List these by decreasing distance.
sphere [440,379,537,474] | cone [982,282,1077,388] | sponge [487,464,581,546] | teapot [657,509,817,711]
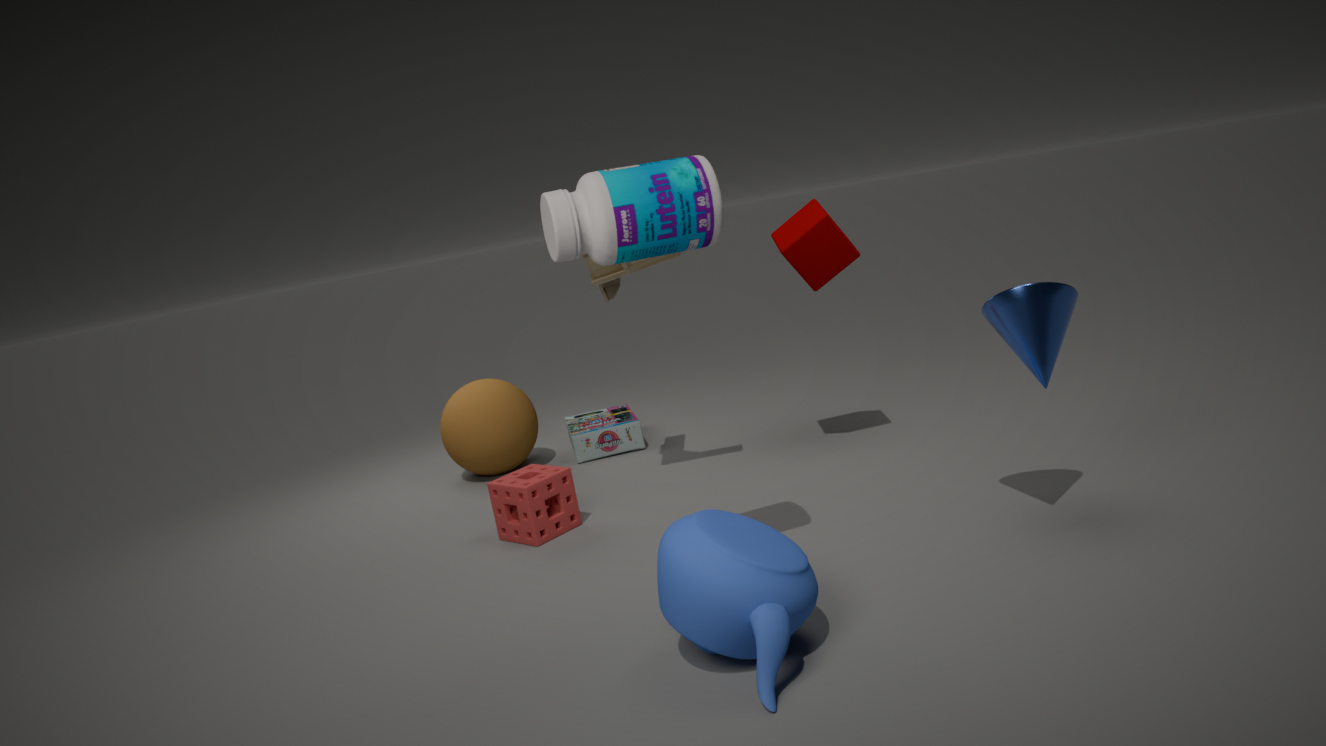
sphere [440,379,537,474], sponge [487,464,581,546], cone [982,282,1077,388], teapot [657,509,817,711]
